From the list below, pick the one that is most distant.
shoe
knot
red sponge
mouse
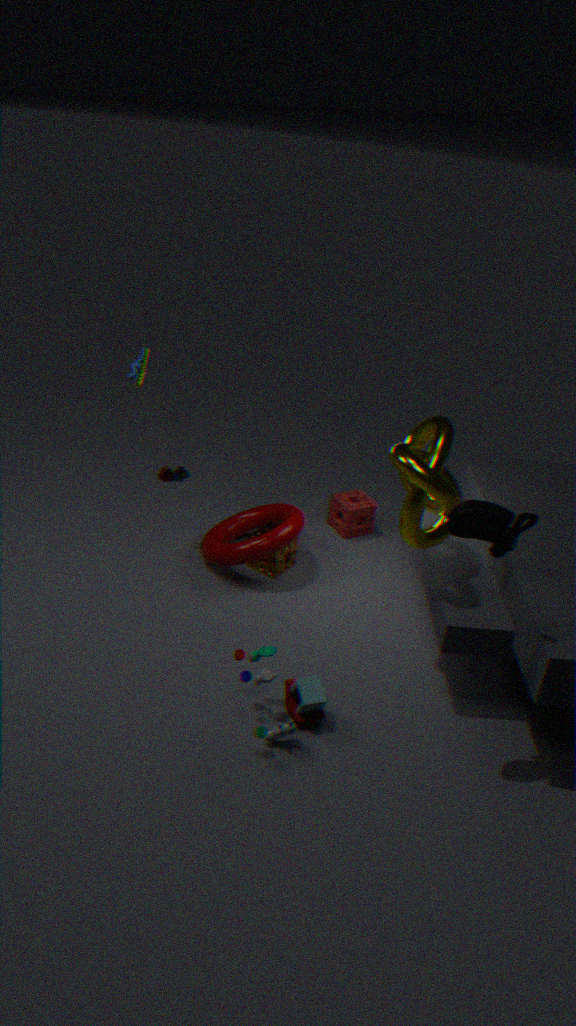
red sponge
